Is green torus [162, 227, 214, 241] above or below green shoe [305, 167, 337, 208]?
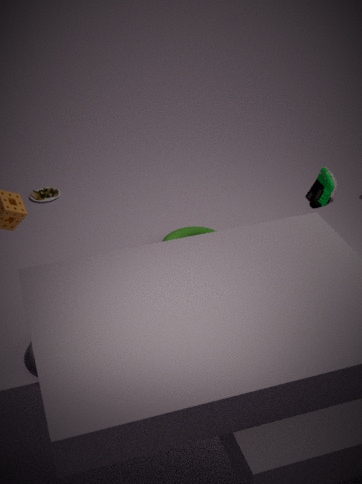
below
